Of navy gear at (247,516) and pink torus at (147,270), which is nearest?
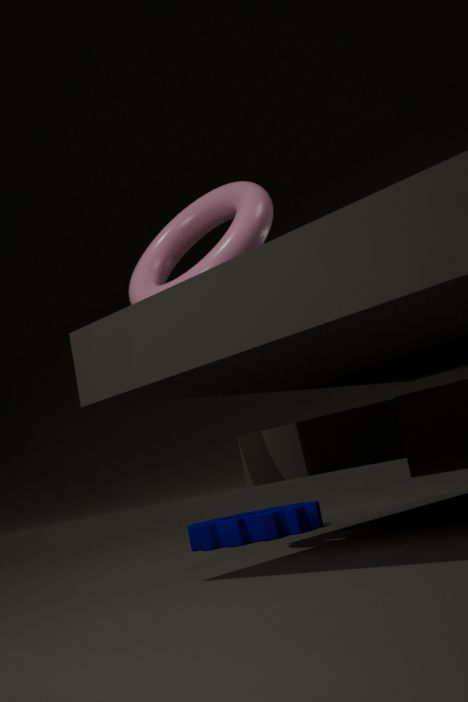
pink torus at (147,270)
